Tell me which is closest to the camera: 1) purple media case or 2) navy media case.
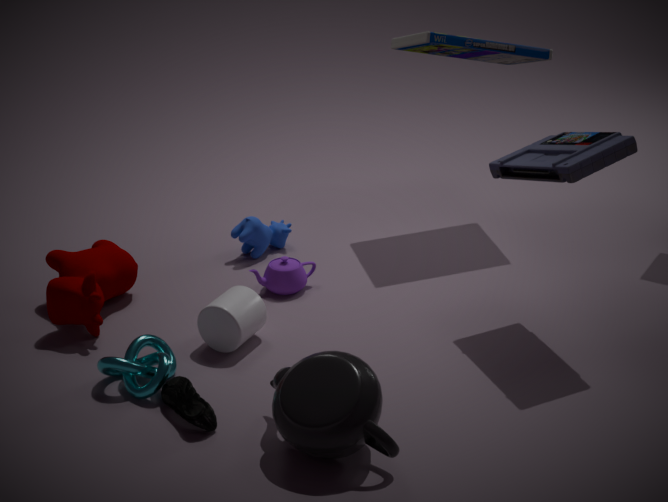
1. purple media case
